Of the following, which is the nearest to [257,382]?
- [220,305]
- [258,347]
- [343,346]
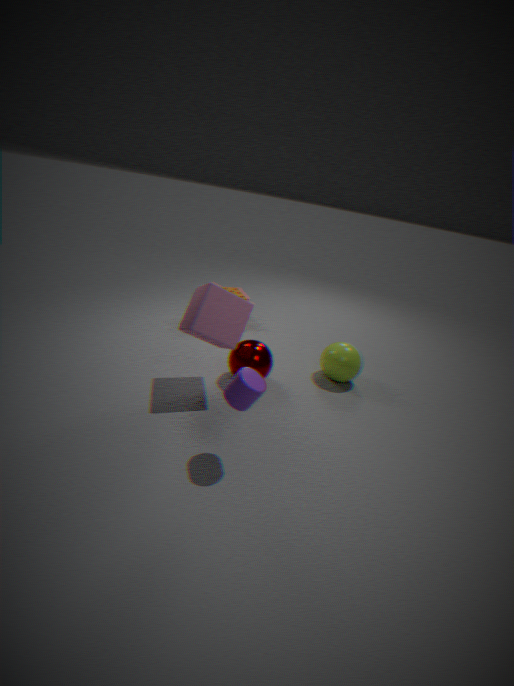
[220,305]
